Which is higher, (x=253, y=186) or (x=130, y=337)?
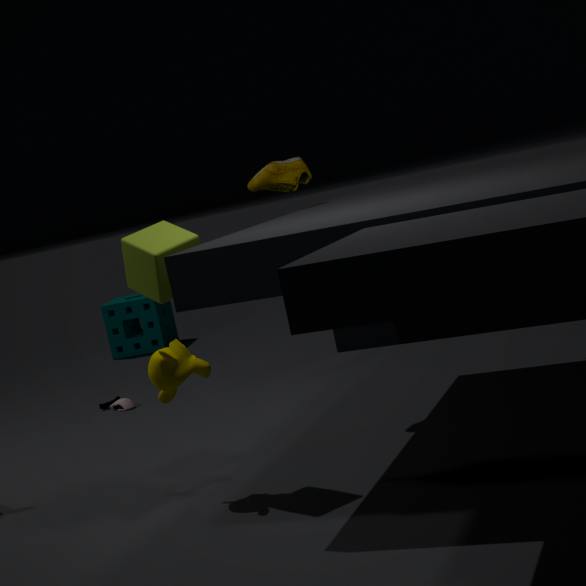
(x=253, y=186)
